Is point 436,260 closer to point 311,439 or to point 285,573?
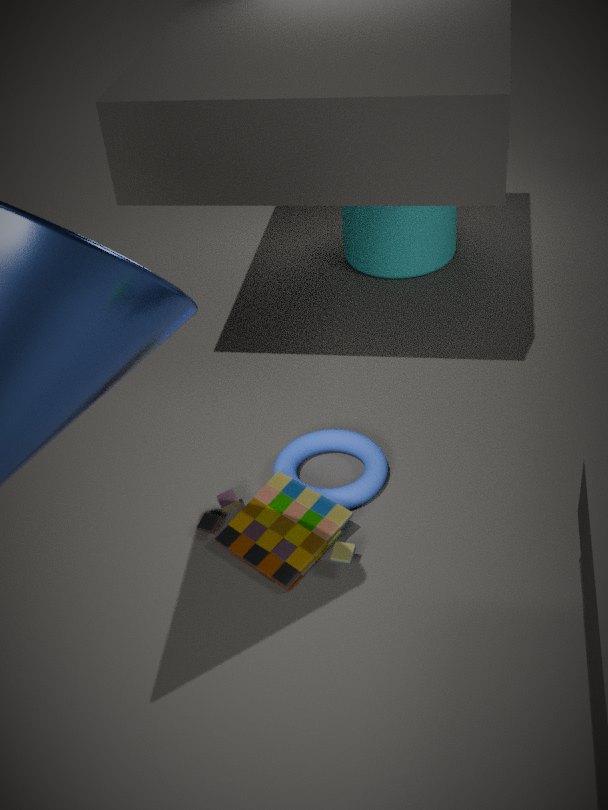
point 311,439
